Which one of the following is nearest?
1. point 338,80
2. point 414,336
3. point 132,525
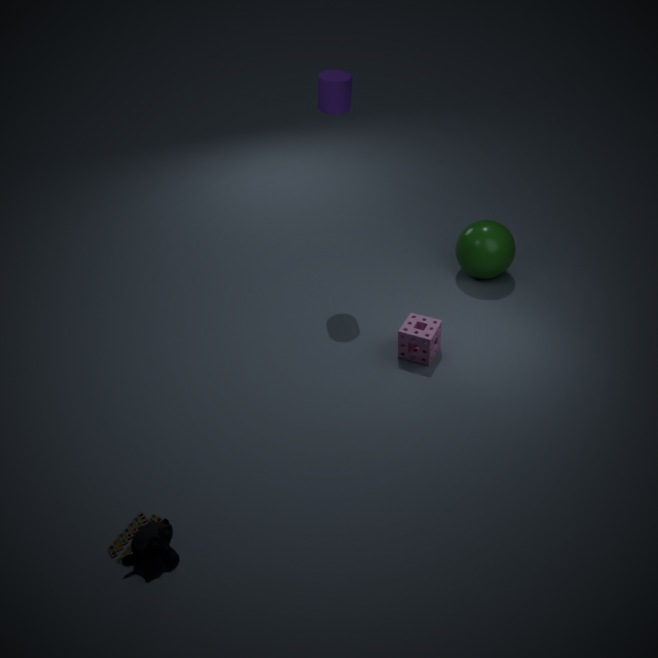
point 132,525
